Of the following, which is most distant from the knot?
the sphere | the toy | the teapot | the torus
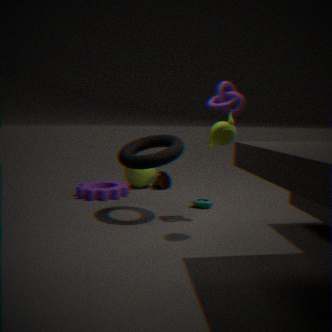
the sphere
